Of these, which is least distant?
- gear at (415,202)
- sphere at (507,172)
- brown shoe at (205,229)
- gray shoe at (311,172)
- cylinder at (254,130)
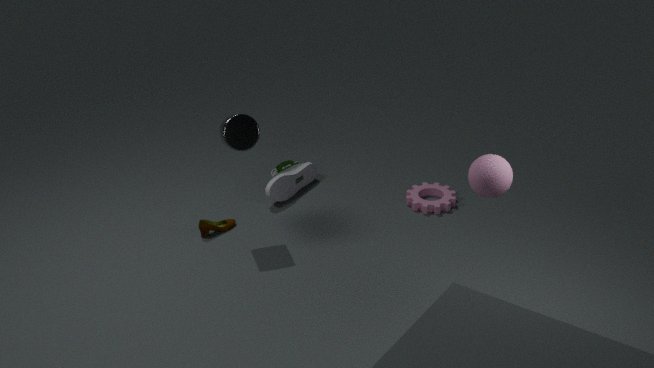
sphere at (507,172)
